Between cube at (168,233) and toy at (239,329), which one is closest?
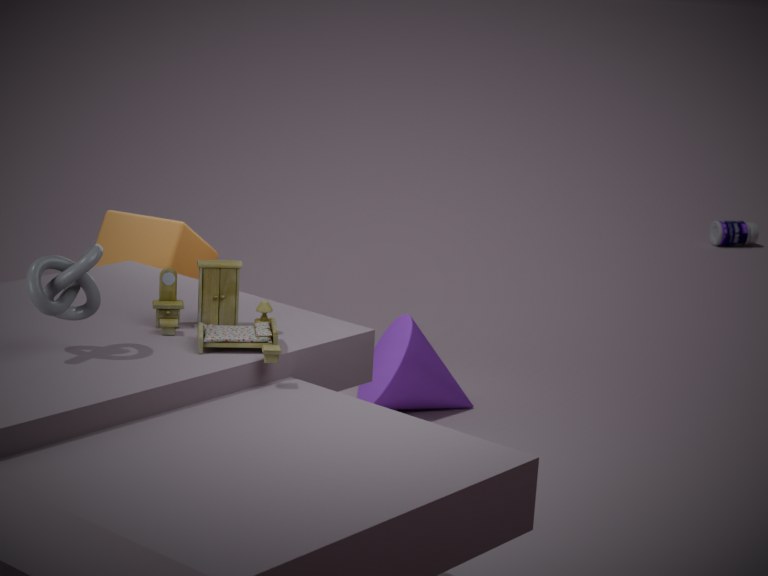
toy at (239,329)
